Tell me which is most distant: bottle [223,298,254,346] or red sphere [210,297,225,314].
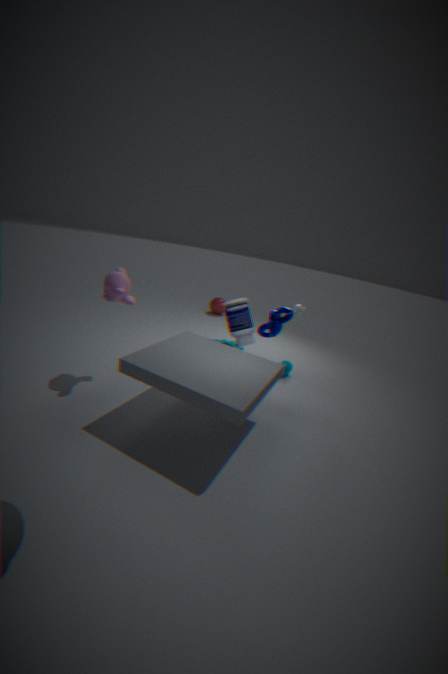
red sphere [210,297,225,314]
